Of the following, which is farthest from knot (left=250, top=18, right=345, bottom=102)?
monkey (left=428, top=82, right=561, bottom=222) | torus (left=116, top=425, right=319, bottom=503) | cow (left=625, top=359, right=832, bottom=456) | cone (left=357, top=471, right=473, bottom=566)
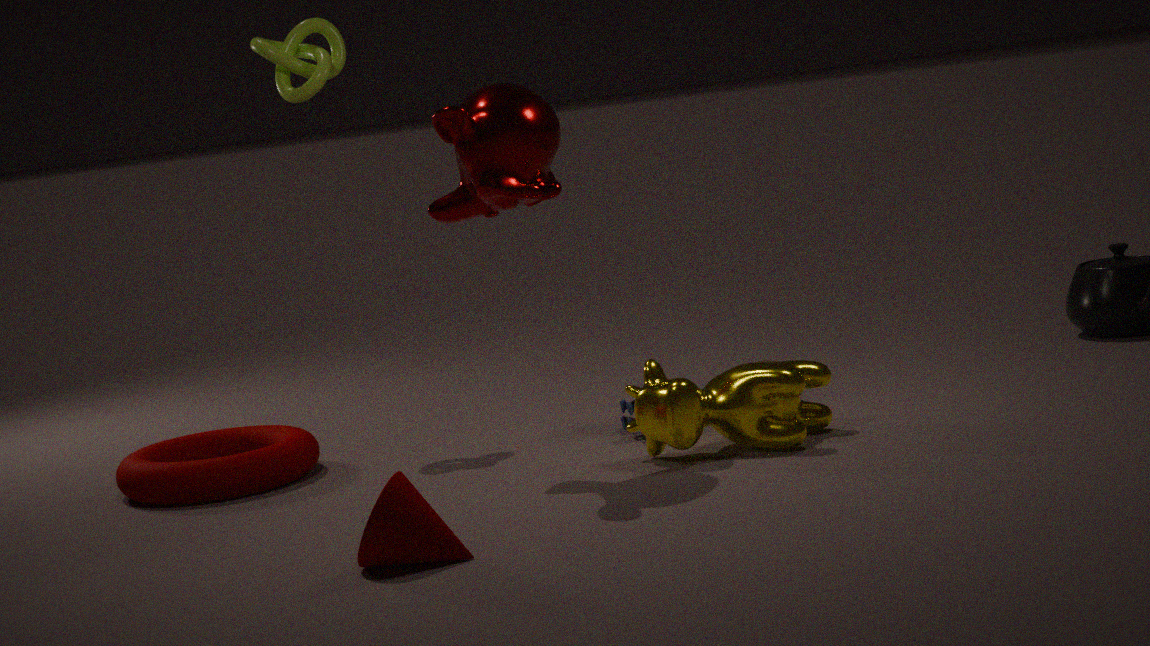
cone (left=357, top=471, right=473, bottom=566)
